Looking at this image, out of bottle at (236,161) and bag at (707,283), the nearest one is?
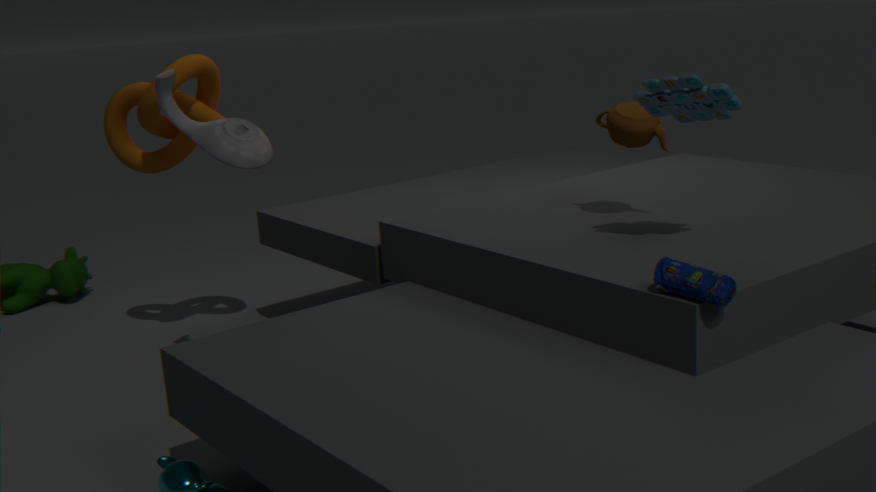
bag at (707,283)
